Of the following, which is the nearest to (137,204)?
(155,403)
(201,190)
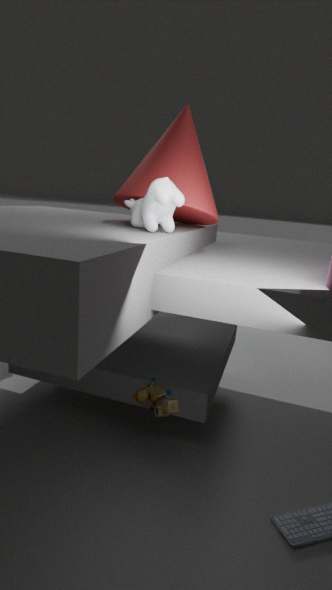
(201,190)
